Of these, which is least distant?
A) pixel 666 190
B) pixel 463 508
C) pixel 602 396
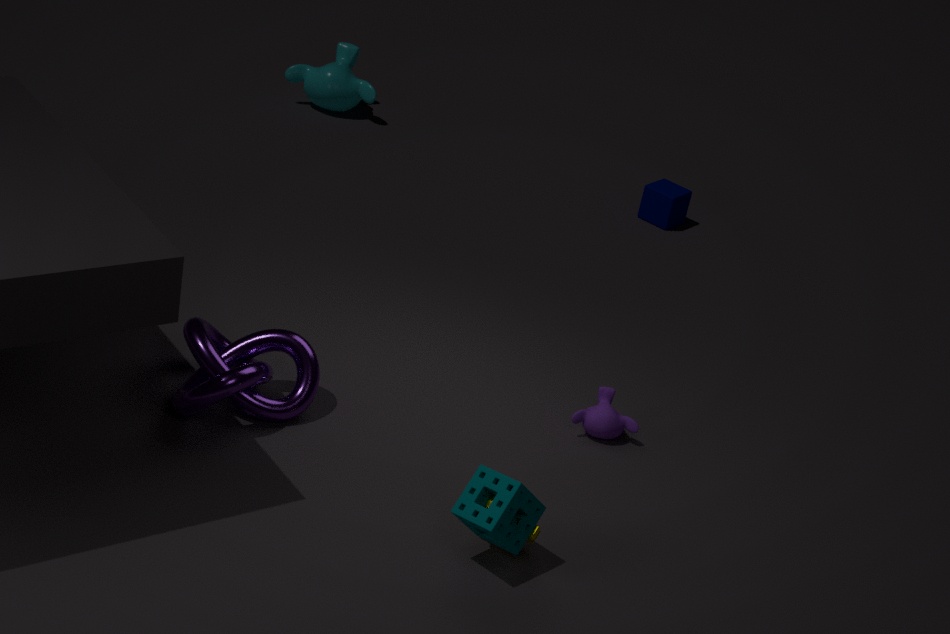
pixel 463 508
